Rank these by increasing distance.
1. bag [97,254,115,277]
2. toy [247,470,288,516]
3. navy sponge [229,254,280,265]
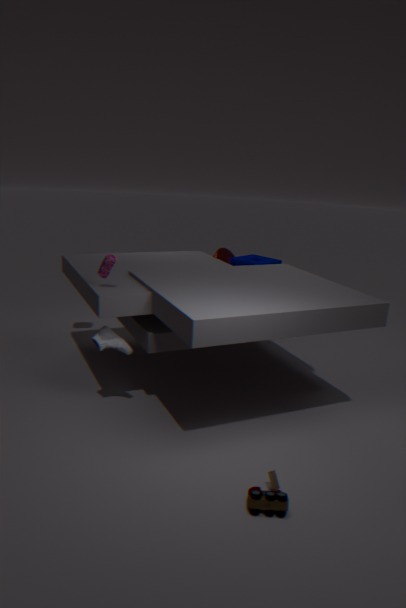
toy [247,470,288,516] → bag [97,254,115,277] → navy sponge [229,254,280,265]
